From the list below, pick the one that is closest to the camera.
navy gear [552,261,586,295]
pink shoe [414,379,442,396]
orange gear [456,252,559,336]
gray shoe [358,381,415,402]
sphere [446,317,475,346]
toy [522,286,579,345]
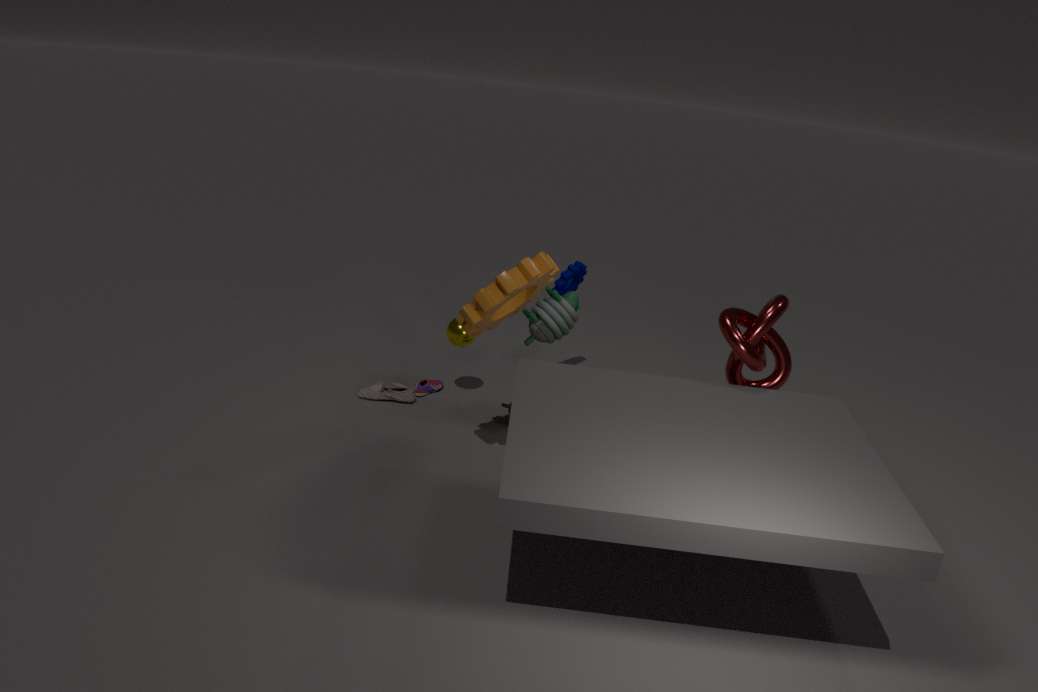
orange gear [456,252,559,336]
